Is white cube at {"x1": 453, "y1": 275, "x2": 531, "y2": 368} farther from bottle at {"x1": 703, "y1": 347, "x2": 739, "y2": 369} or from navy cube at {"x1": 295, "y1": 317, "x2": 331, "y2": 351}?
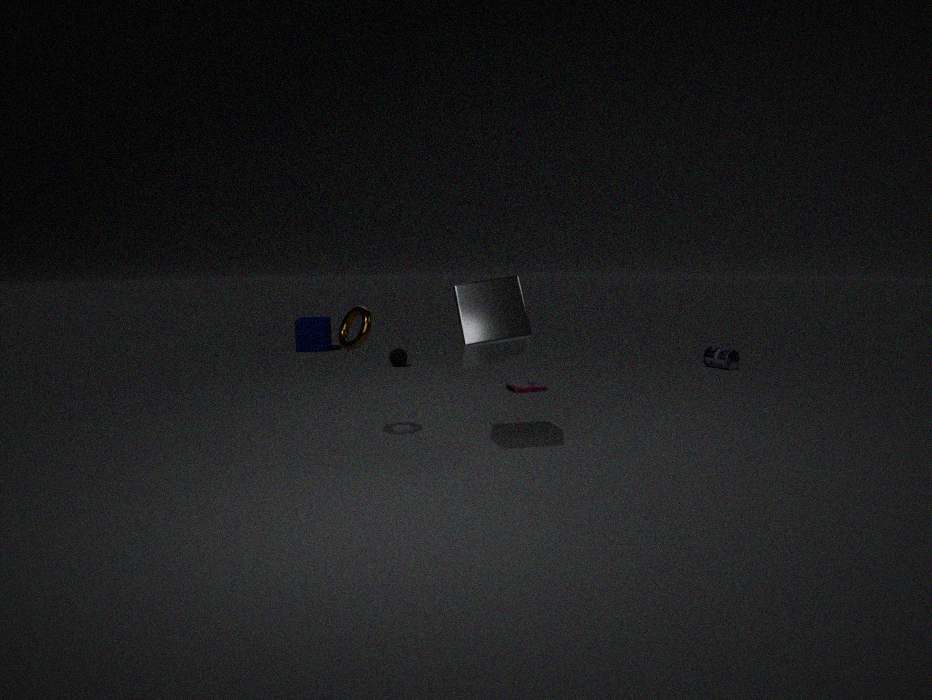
navy cube at {"x1": 295, "y1": 317, "x2": 331, "y2": 351}
